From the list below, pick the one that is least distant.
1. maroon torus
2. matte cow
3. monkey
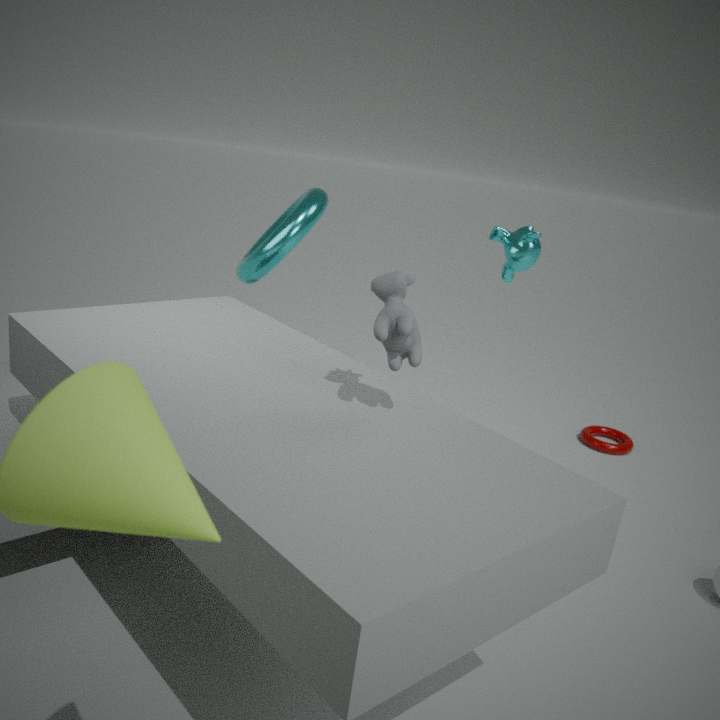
matte cow
